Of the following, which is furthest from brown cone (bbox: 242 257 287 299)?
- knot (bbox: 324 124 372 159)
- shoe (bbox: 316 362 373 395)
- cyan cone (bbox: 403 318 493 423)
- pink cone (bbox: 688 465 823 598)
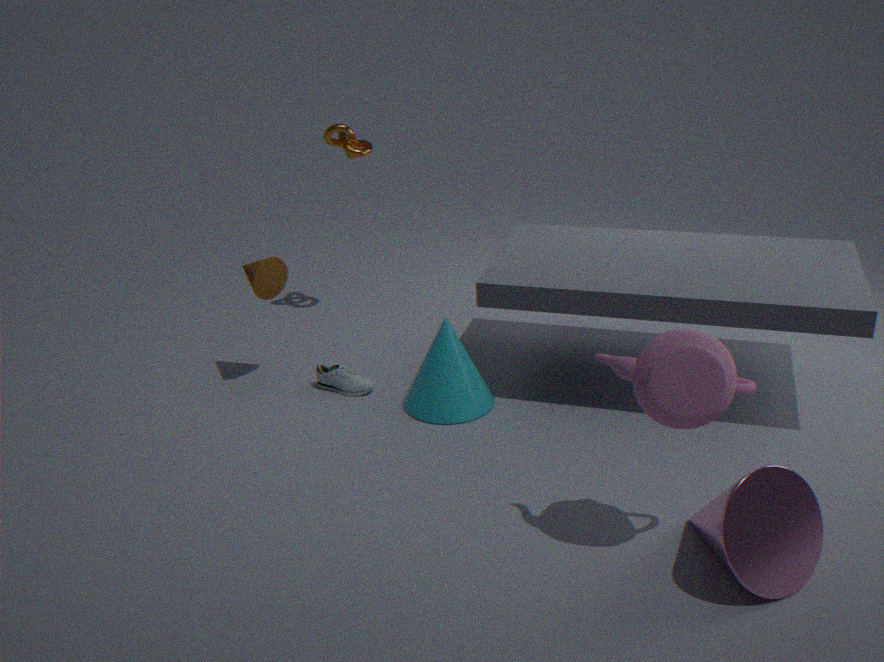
pink cone (bbox: 688 465 823 598)
